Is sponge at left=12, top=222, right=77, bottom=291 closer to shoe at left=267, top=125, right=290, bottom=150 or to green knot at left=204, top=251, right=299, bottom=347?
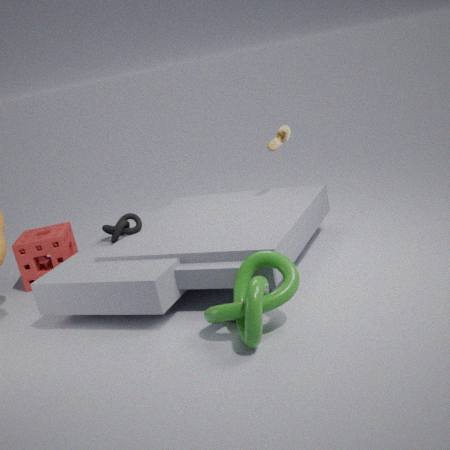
green knot at left=204, top=251, right=299, bottom=347
